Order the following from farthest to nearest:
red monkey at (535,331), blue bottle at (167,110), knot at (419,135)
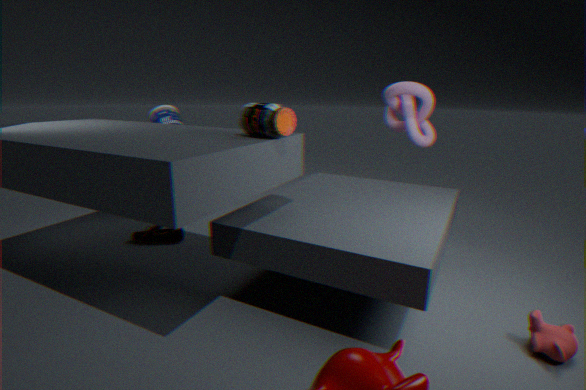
blue bottle at (167,110) → knot at (419,135) → red monkey at (535,331)
